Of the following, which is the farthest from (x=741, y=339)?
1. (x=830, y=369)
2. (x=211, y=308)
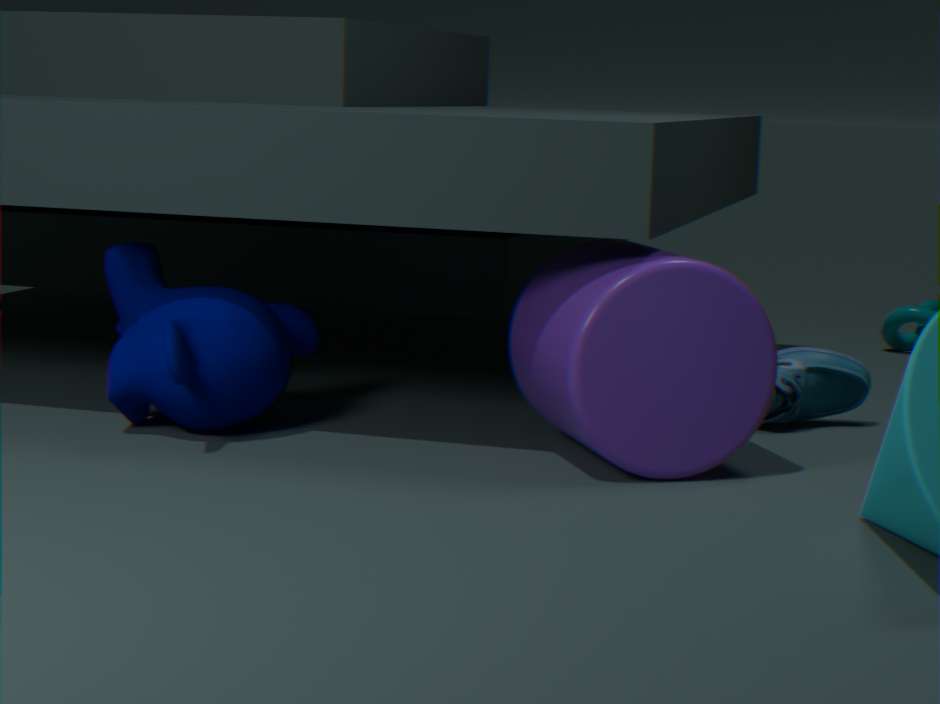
(x=211, y=308)
